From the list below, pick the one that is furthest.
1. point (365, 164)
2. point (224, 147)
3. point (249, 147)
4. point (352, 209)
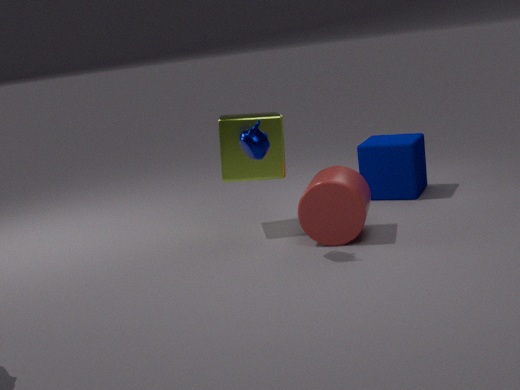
point (365, 164)
